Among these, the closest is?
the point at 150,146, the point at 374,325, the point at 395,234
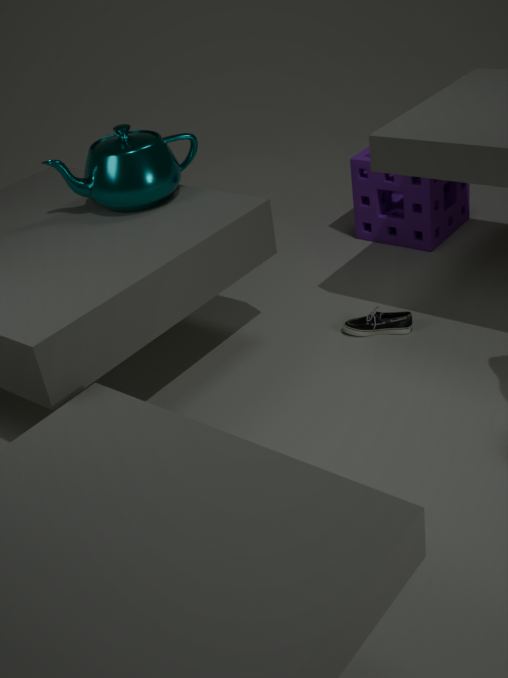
the point at 150,146
